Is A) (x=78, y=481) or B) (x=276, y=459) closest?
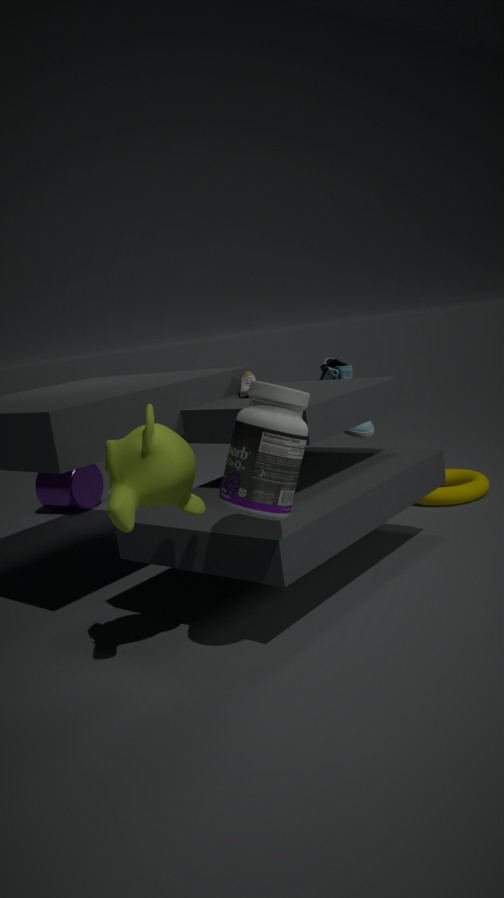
B. (x=276, y=459)
